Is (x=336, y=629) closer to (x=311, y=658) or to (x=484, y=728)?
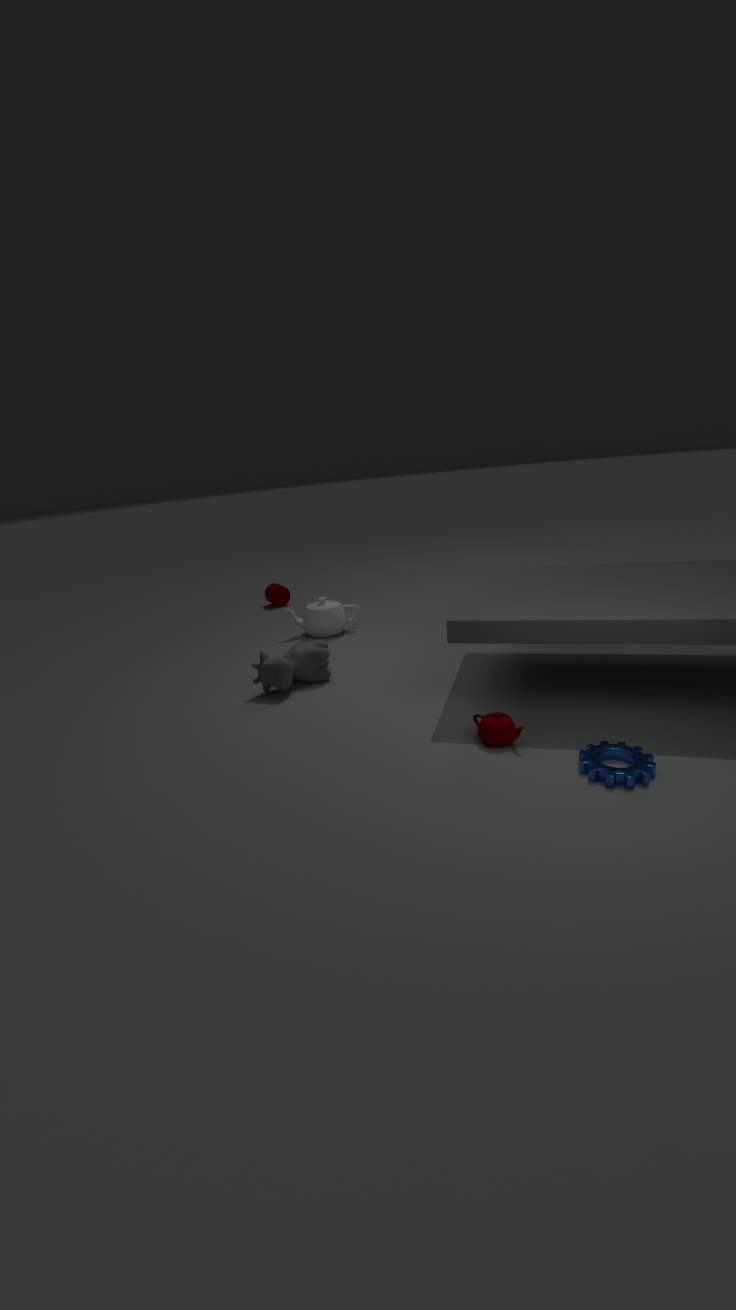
(x=311, y=658)
